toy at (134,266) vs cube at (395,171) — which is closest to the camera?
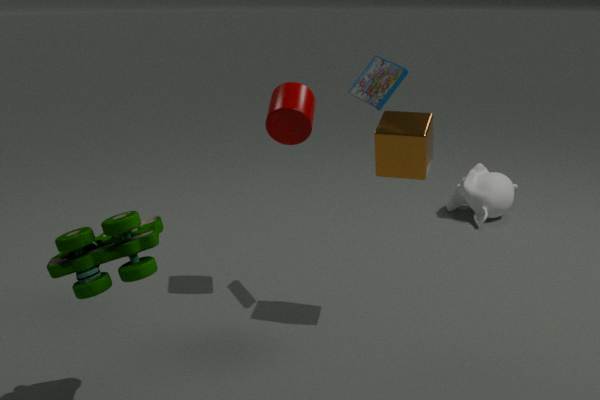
toy at (134,266)
